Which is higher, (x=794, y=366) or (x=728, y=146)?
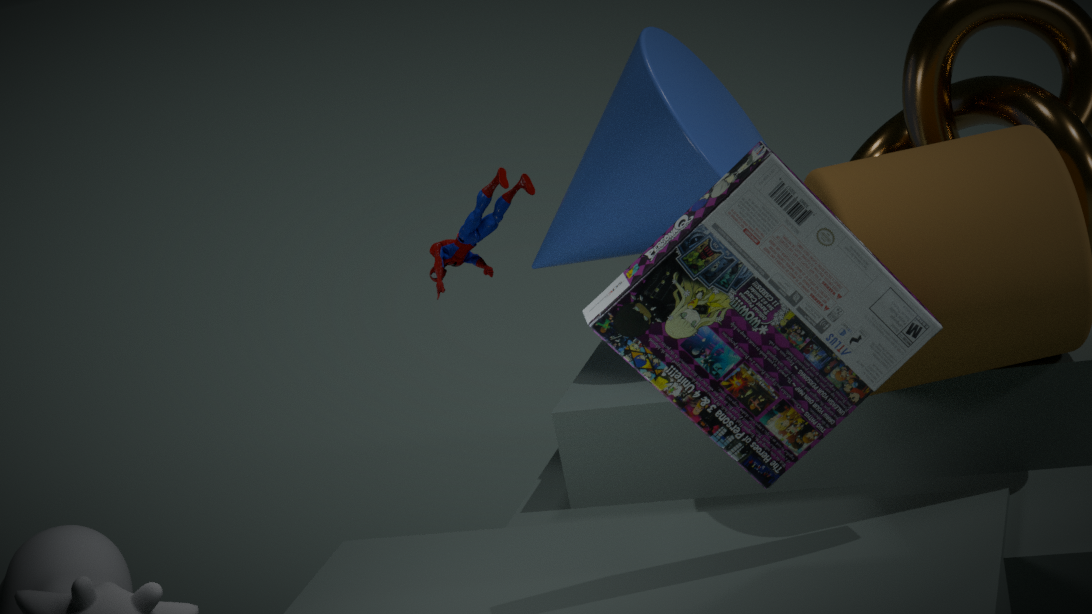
(x=728, y=146)
